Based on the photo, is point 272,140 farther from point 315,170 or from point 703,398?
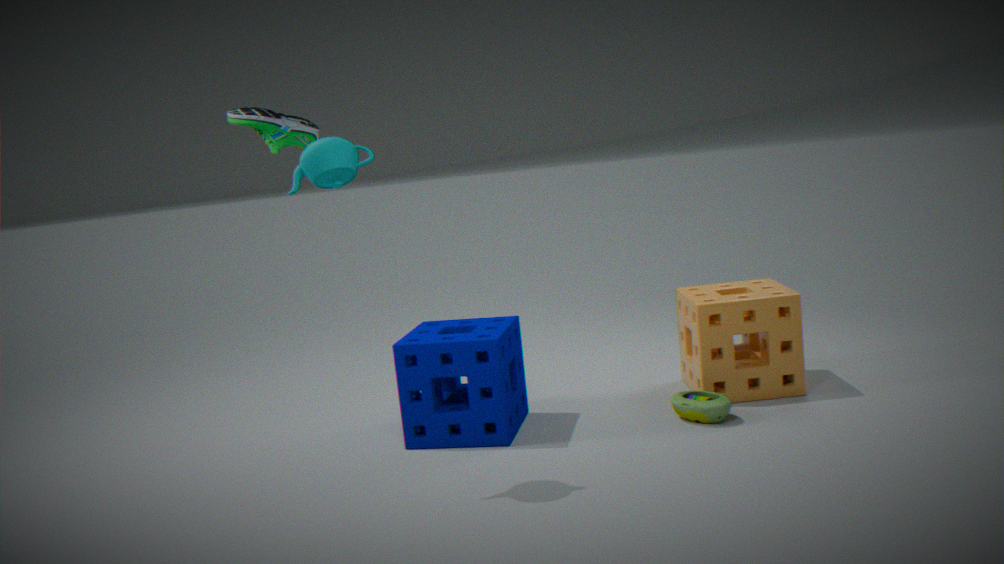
point 703,398
